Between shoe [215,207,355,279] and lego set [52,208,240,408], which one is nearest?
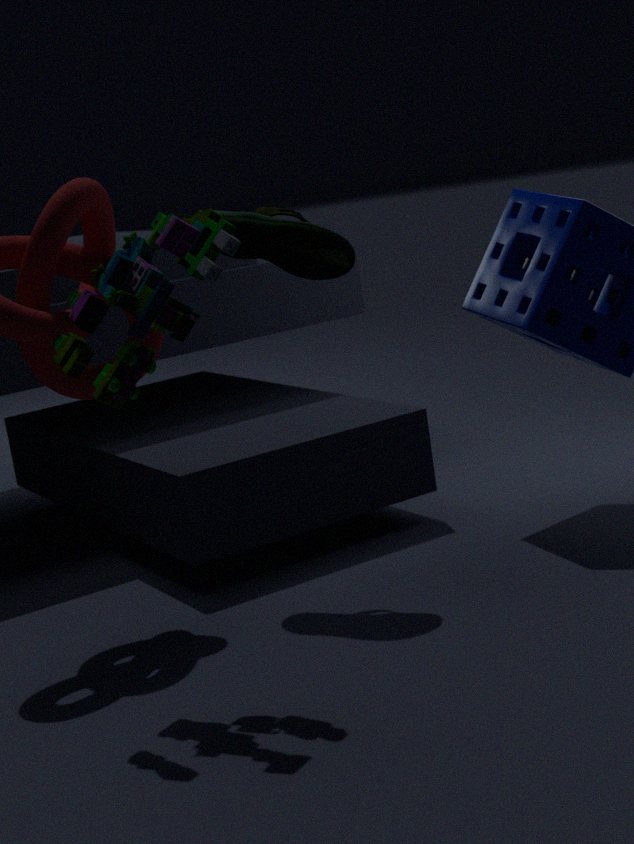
lego set [52,208,240,408]
